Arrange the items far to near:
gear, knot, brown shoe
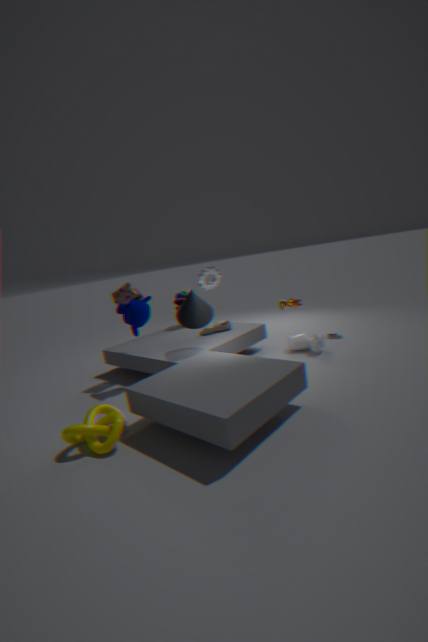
brown shoe → gear → knot
